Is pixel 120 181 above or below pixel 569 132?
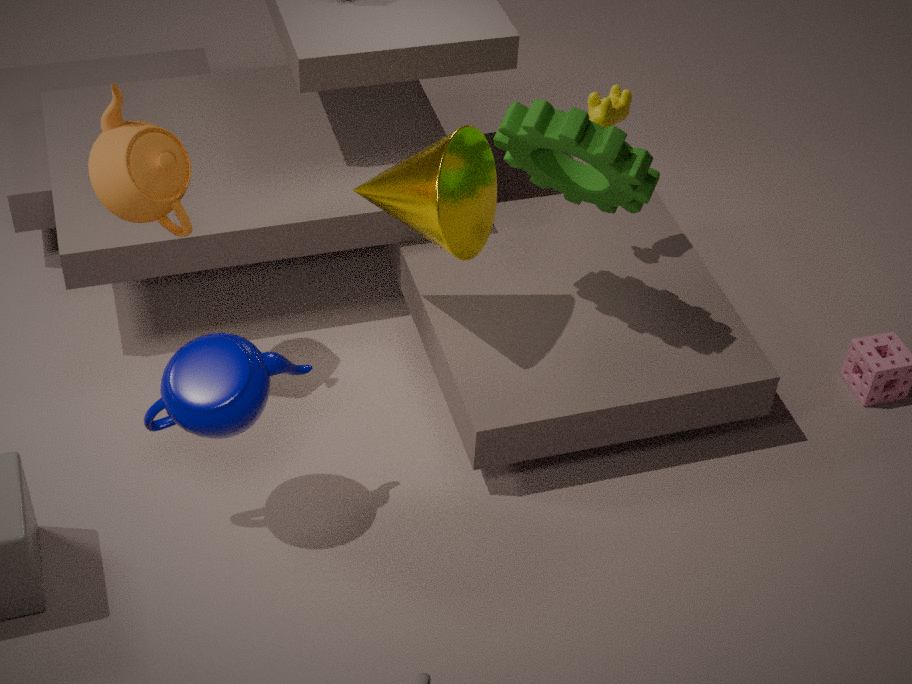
below
